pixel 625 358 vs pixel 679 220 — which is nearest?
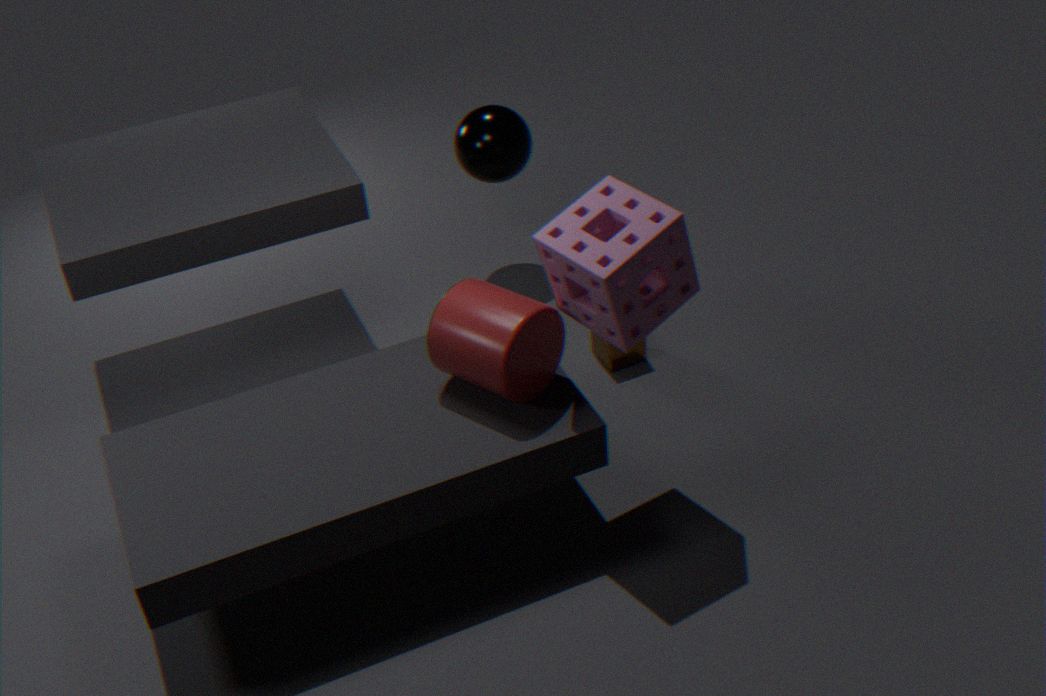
pixel 679 220
